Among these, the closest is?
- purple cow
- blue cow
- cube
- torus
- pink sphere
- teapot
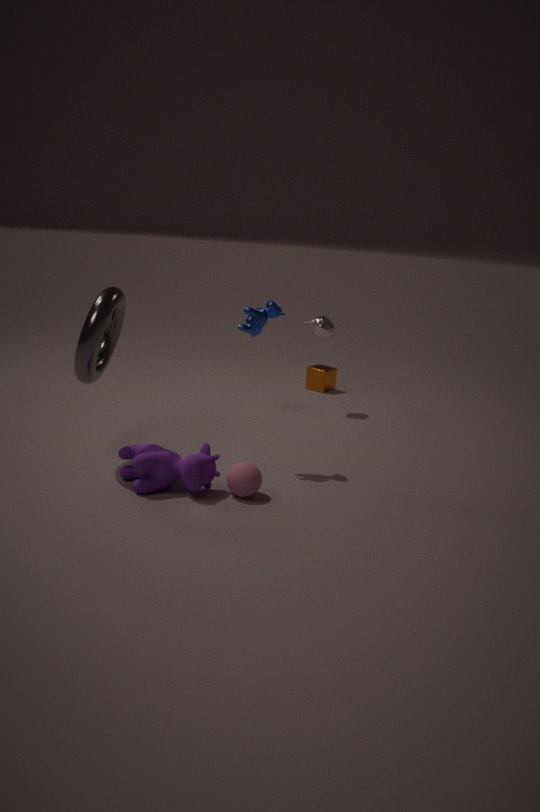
purple cow
